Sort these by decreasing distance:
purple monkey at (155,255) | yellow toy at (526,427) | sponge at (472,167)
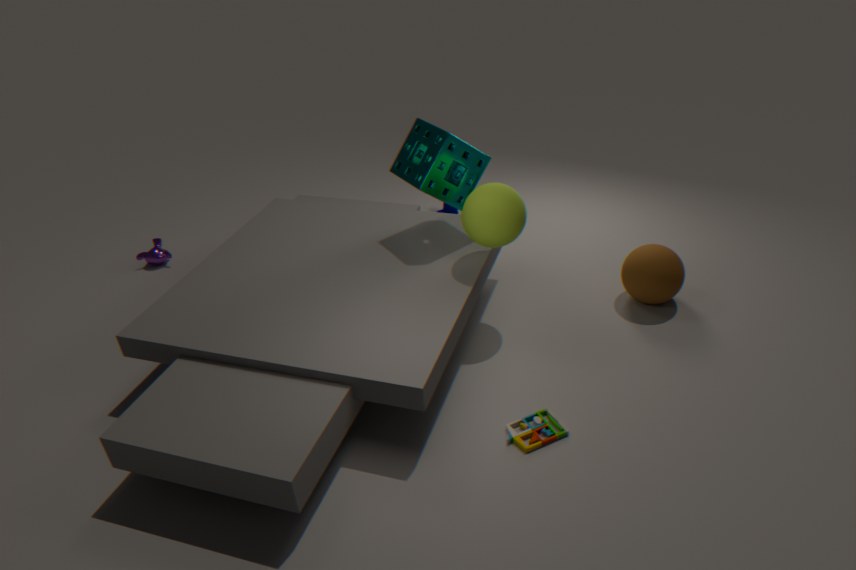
1. purple monkey at (155,255)
2. sponge at (472,167)
3. yellow toy at (526,427)
